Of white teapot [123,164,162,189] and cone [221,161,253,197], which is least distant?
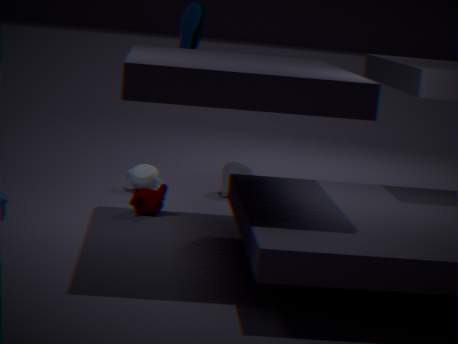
white teapot [123,164,162,189]
